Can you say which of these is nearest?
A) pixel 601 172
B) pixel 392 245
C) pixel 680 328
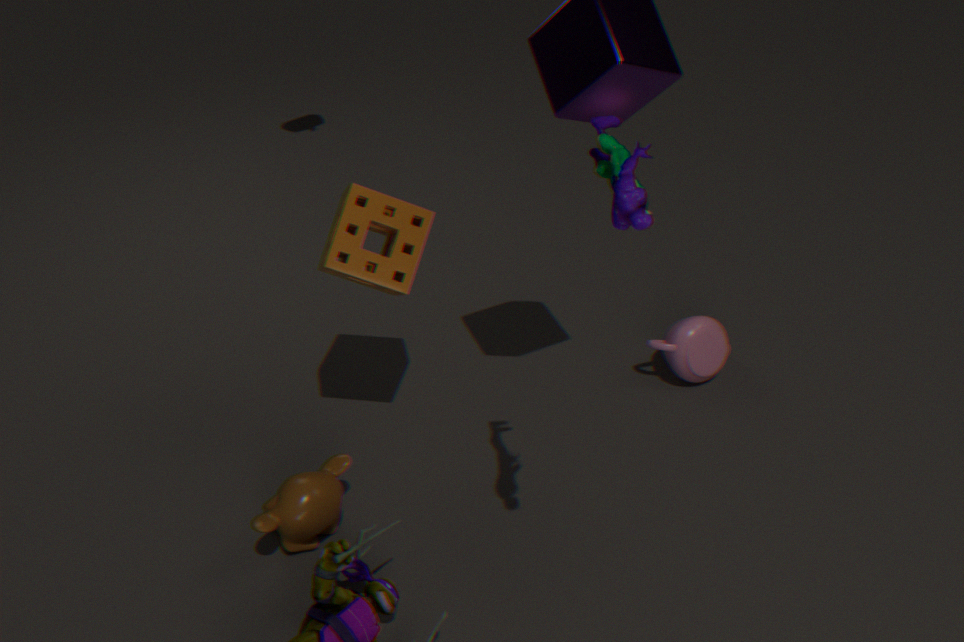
pixel 601 172
